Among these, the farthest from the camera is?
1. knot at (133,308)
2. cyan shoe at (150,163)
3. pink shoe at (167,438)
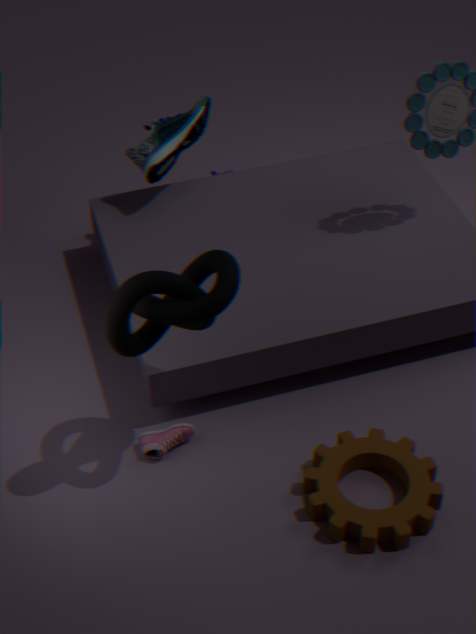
cyan shoe at (150,163)
